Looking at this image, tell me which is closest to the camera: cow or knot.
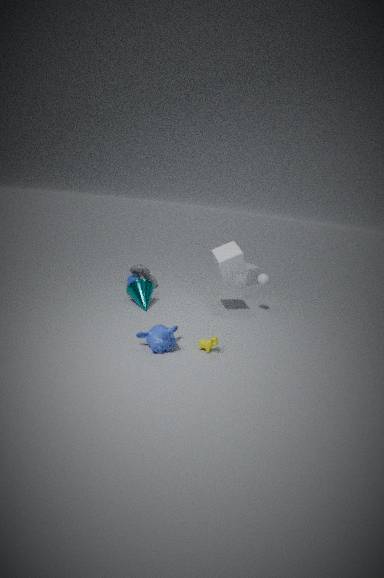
cow
